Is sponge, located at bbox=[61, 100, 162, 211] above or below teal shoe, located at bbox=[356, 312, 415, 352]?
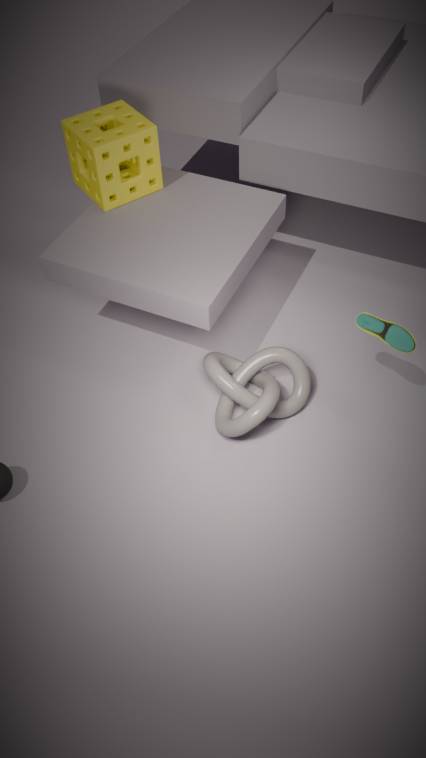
above
